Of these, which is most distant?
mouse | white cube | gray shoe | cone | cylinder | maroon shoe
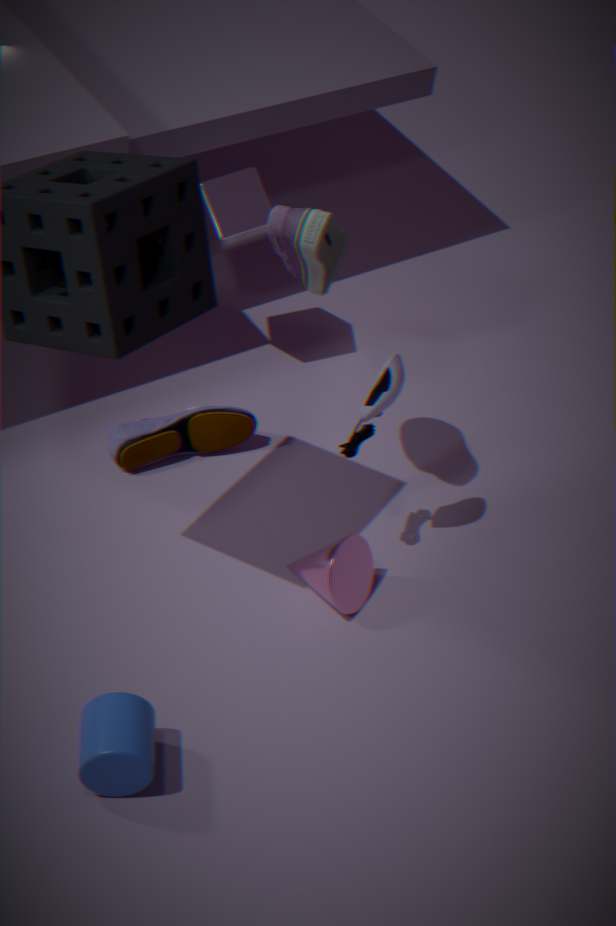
white cube
